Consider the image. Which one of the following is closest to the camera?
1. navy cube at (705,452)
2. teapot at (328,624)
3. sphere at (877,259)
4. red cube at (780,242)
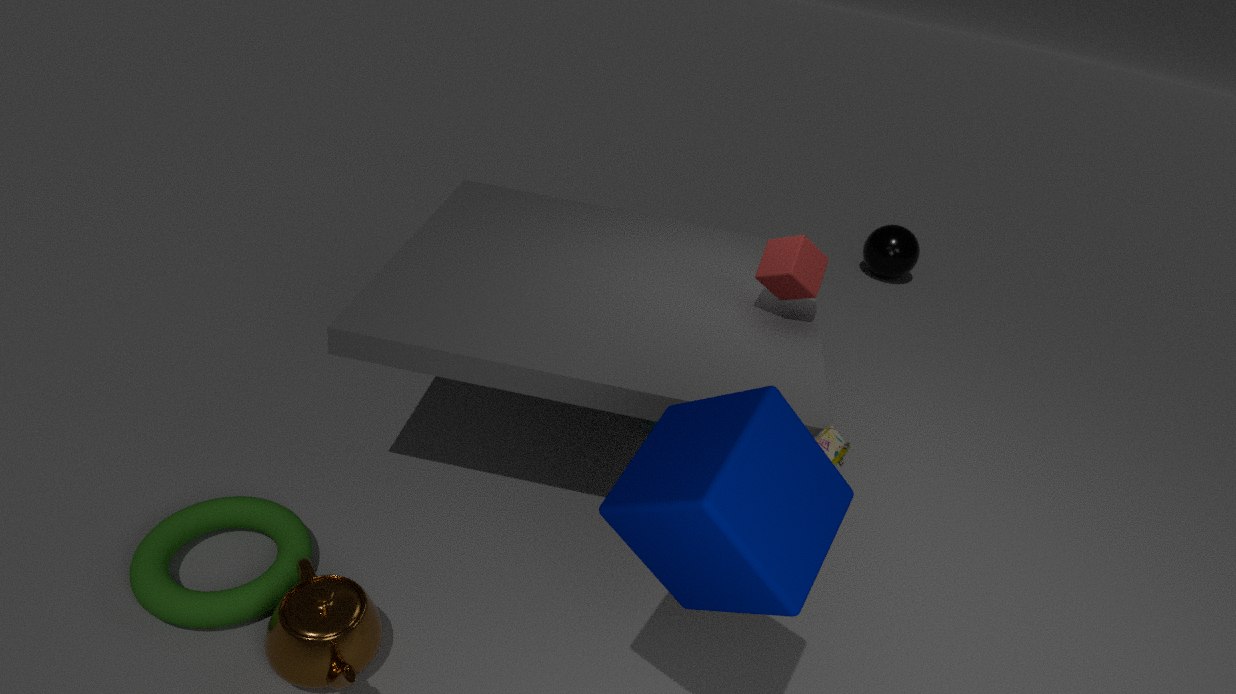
navy cube at (705,452)
